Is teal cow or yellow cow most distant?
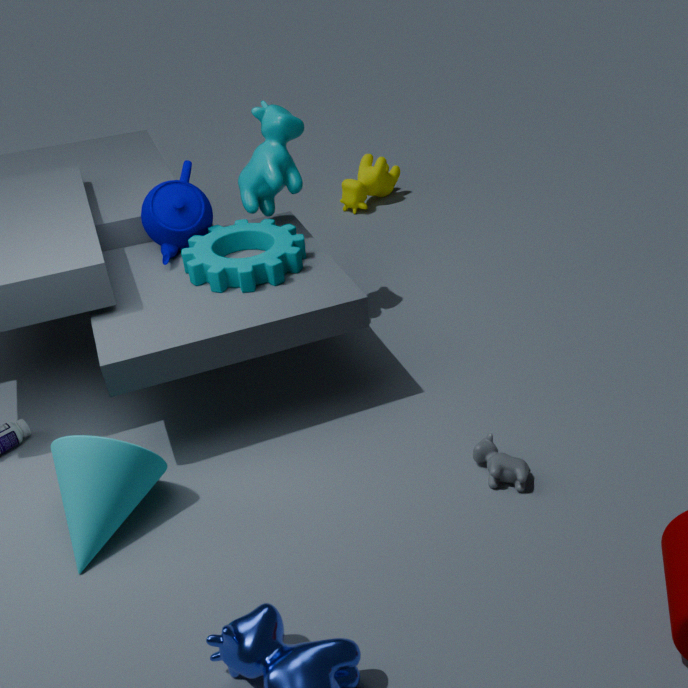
yellow cow
